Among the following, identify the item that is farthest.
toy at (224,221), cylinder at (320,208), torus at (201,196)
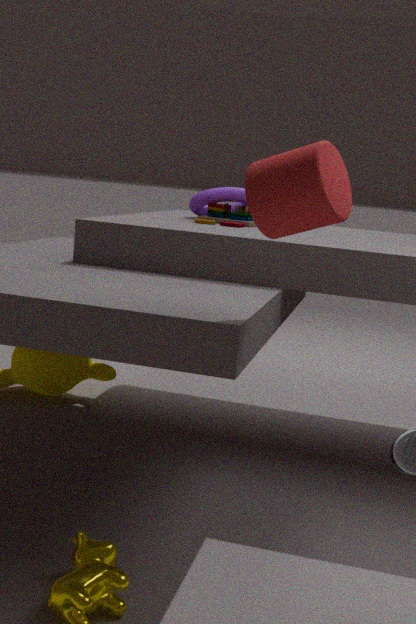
torus at (201,196)
